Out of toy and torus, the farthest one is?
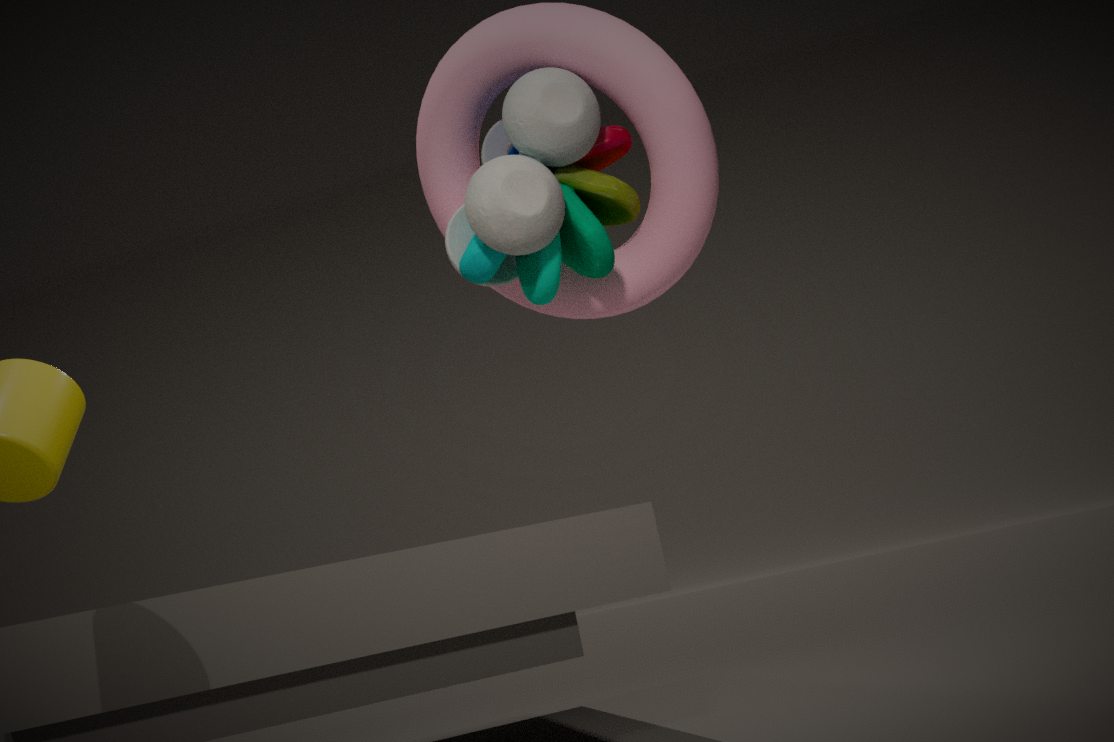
torus
